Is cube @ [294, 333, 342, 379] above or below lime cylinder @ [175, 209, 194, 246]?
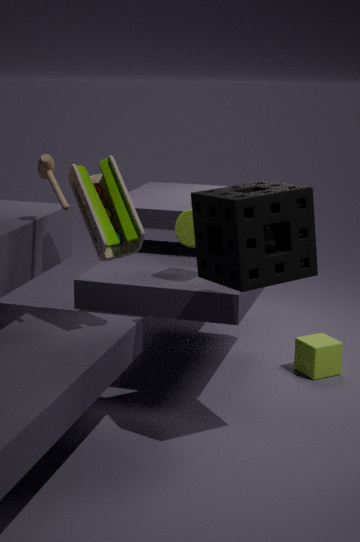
below
